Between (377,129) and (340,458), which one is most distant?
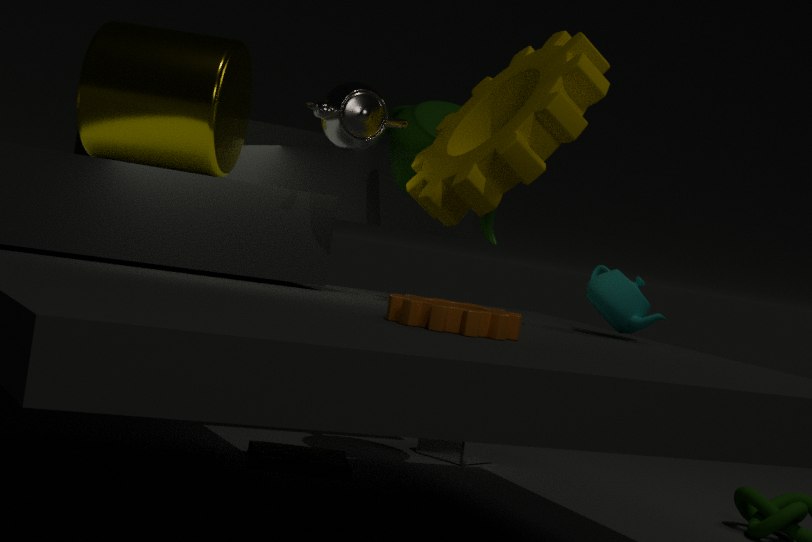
(340,458)
